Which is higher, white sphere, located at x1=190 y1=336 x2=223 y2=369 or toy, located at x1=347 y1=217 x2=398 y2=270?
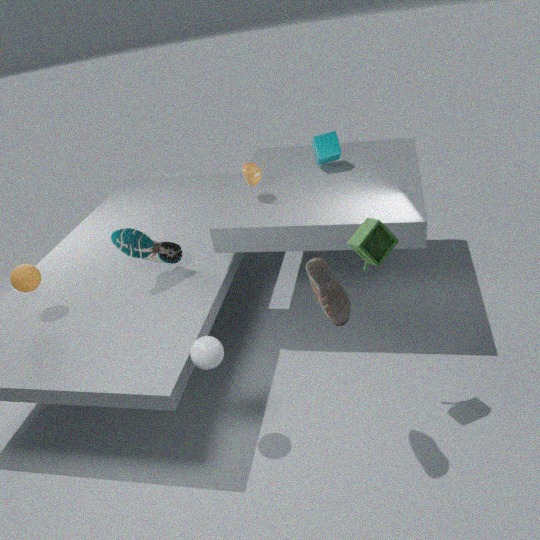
toy, located at x1=347 y1=217 x2=398 y2=270
